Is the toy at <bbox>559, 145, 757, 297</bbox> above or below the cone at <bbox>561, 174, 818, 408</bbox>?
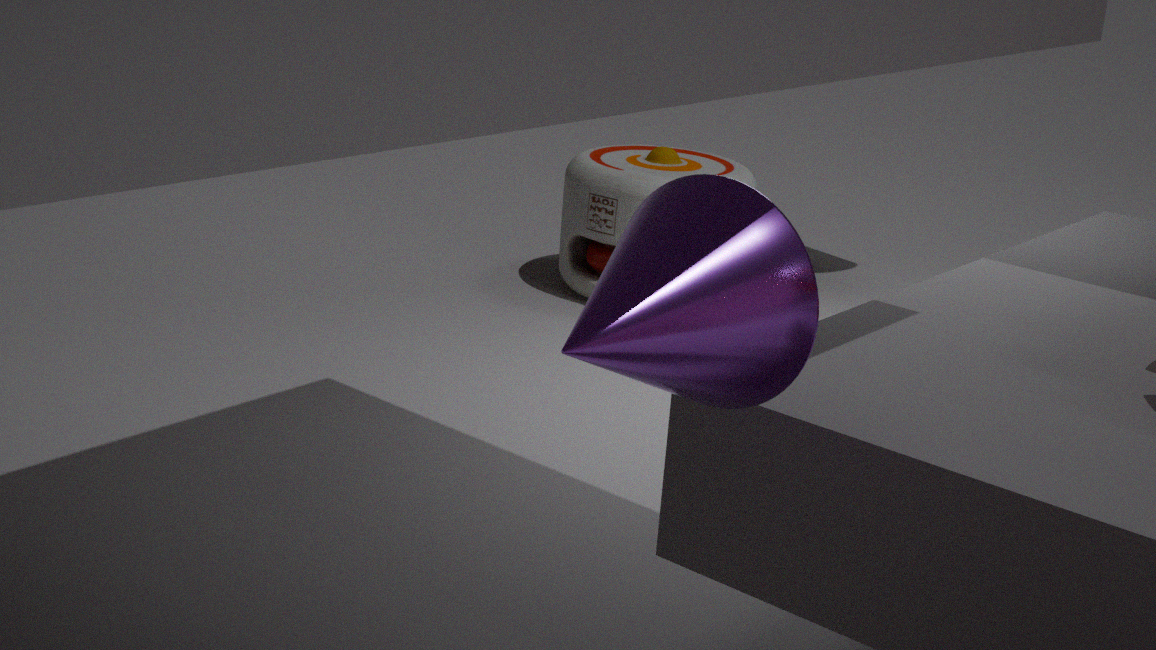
below
